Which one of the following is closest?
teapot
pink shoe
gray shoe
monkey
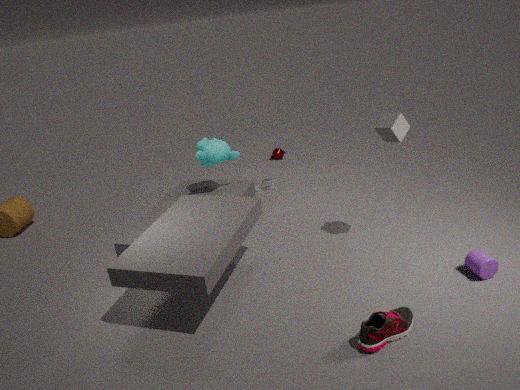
pink shoe
